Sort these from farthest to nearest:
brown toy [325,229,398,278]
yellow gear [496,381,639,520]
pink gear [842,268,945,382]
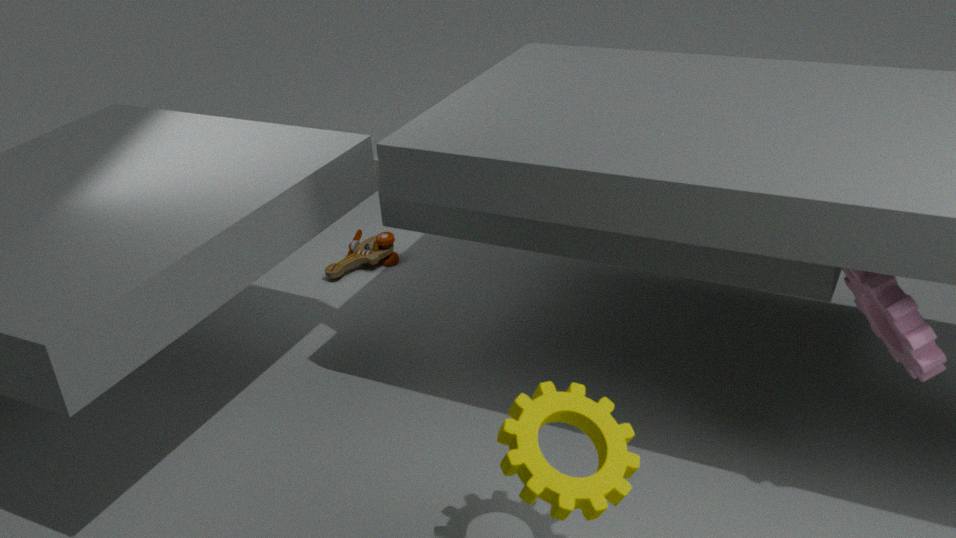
brown toy [325,229,398,278], pink gear [842,268,945,382], yellow gear [496,381,639,520]
